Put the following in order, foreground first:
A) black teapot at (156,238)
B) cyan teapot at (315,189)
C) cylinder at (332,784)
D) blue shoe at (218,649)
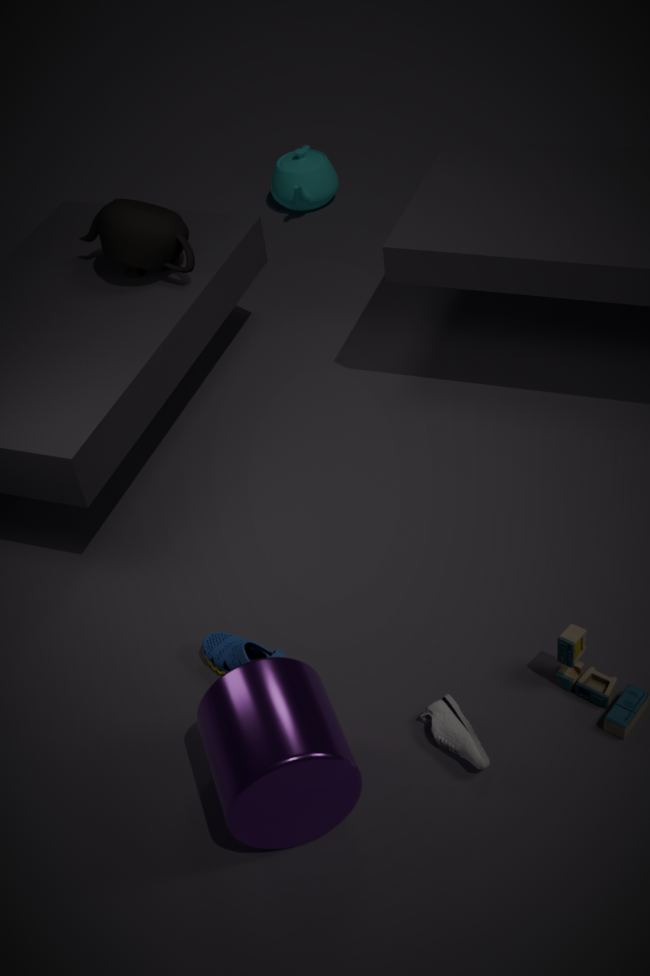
cylinder at (332,784), blue shoe at (218,649), black teapot at (156,238), cyan teapot at (315,189)
